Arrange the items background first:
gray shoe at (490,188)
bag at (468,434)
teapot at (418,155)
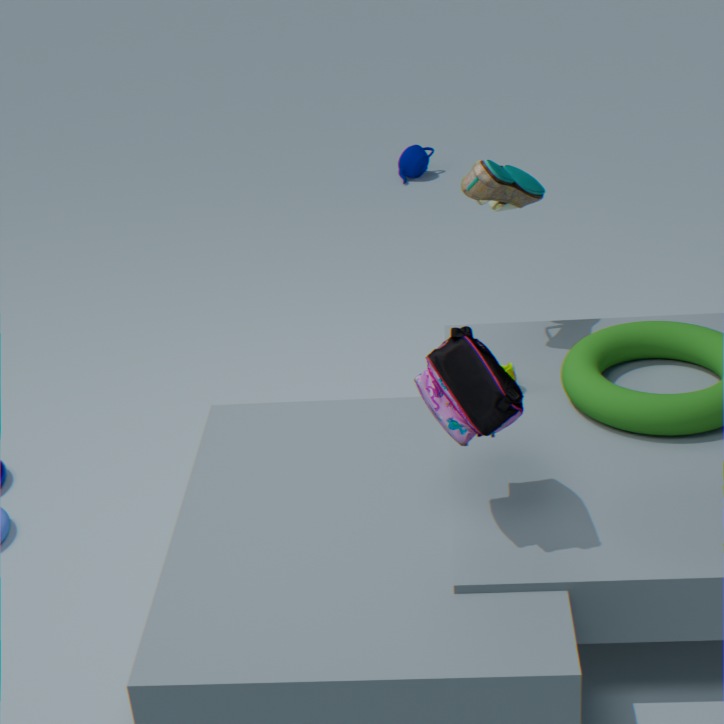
teapot at (418,155), gray shoe at (490,188), bag at (468,434)
